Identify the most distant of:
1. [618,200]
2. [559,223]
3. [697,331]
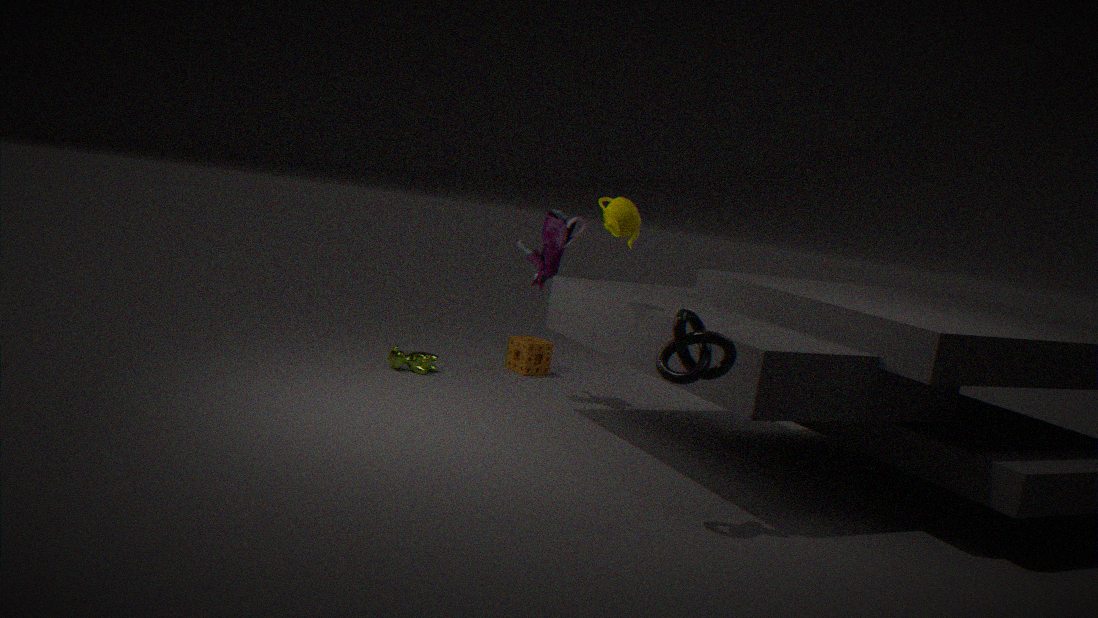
[559,223]
